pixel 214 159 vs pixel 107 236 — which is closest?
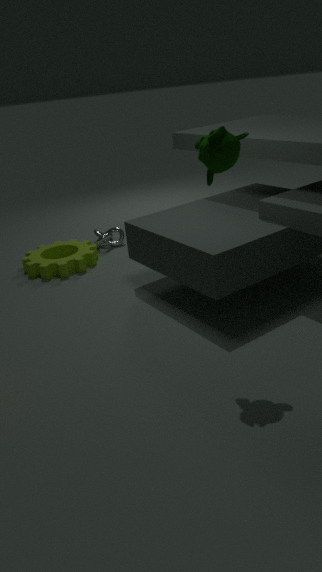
pixel 214 159
